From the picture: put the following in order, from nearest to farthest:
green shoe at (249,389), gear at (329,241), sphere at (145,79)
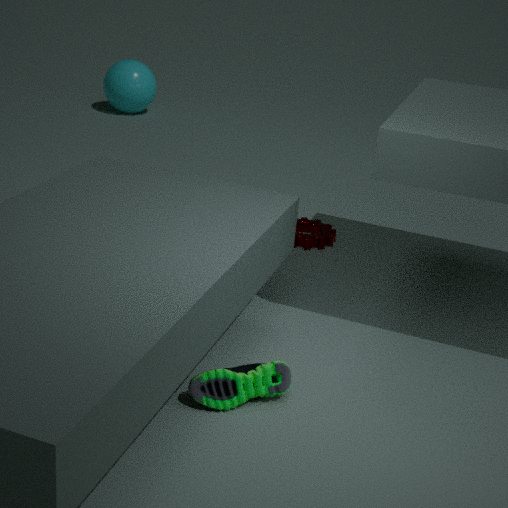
green shoe at (249,389) → gear at (329,241) → sphere at (145,79)
